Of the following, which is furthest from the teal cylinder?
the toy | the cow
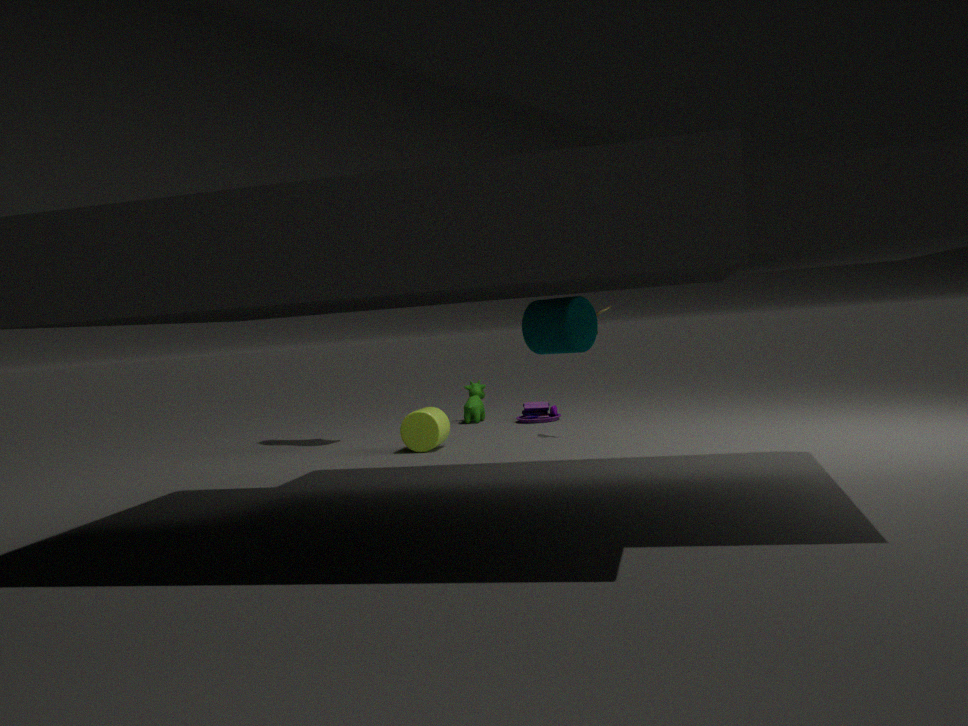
the cow
